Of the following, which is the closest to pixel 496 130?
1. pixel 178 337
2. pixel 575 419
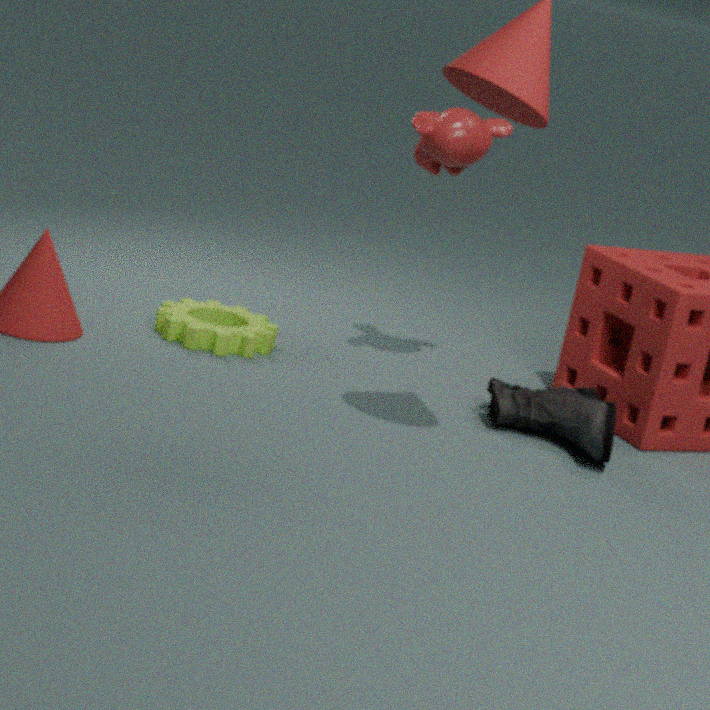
pixel 575 419
